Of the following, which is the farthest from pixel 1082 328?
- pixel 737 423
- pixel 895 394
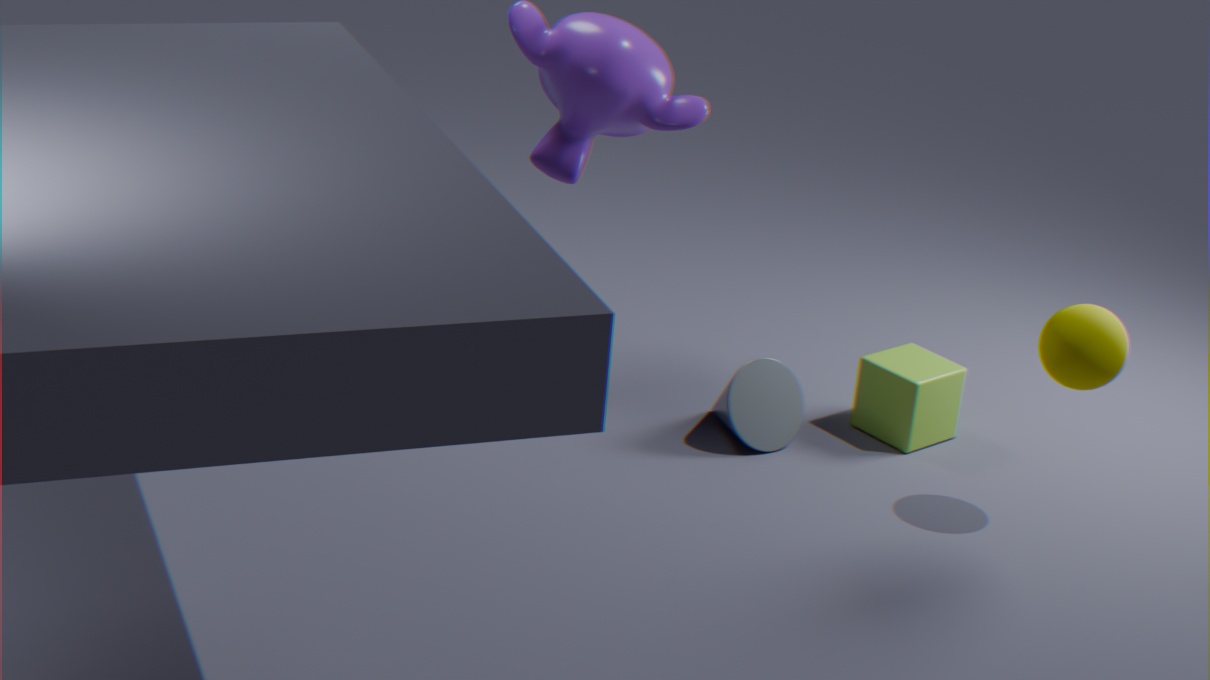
→ pixel 737 423
